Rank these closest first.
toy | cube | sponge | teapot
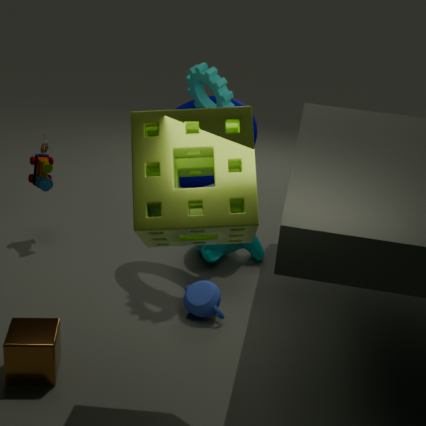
sponge
cube
teapot
toy
